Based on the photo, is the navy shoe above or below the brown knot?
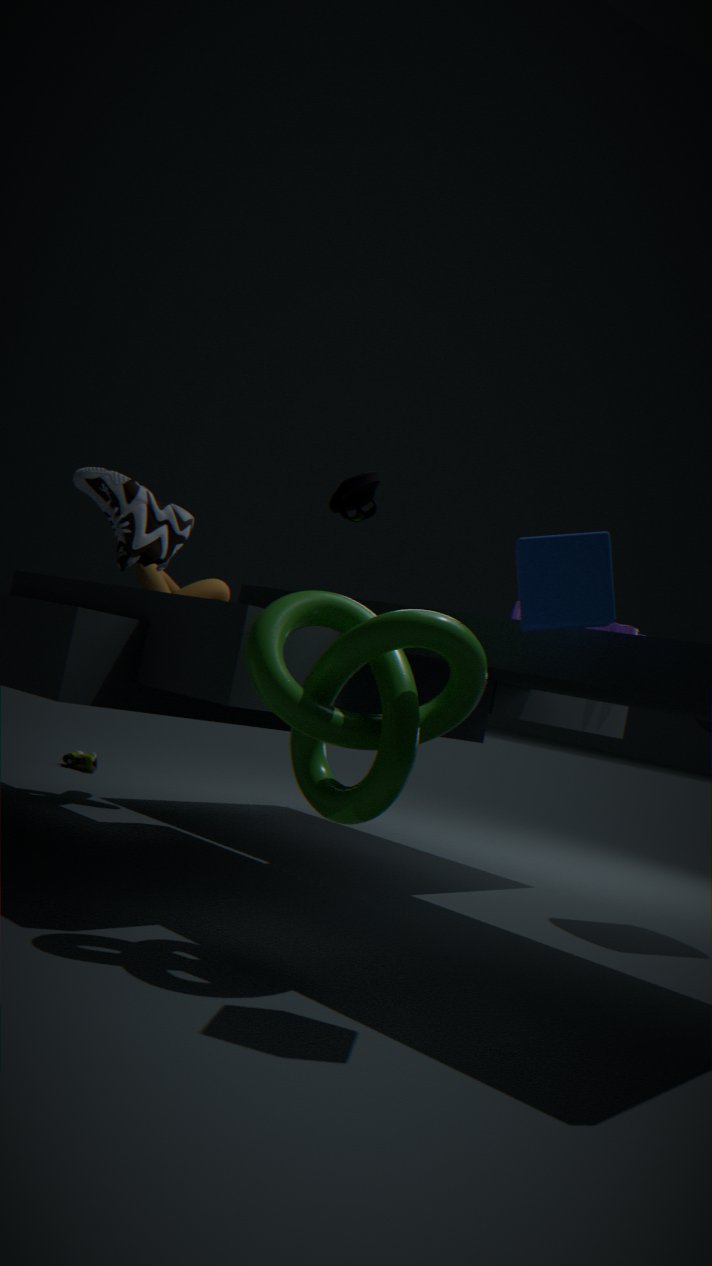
above
